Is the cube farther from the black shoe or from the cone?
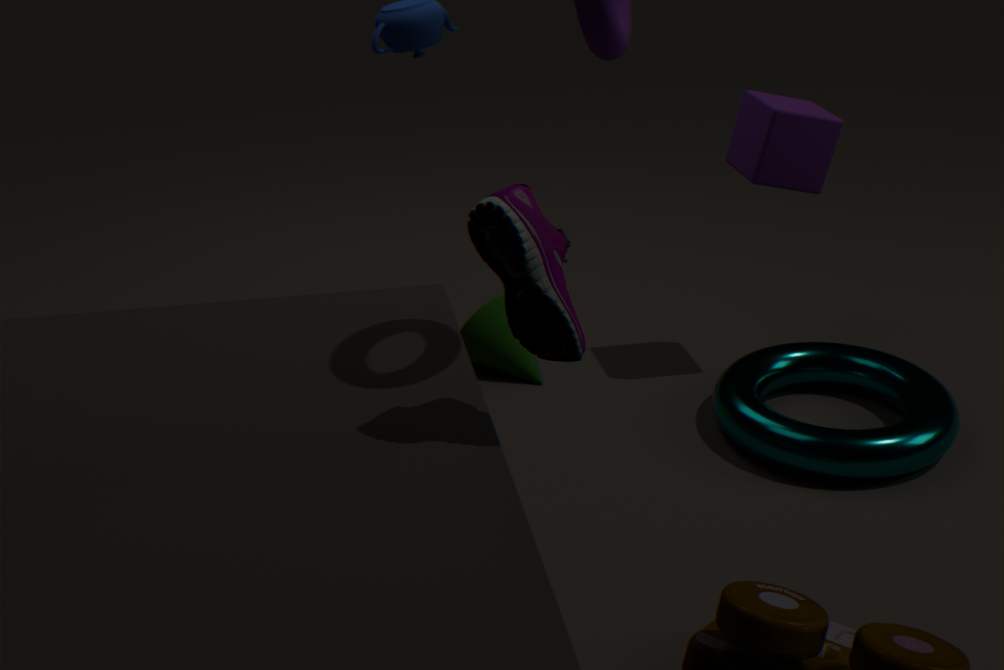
the black shoe
